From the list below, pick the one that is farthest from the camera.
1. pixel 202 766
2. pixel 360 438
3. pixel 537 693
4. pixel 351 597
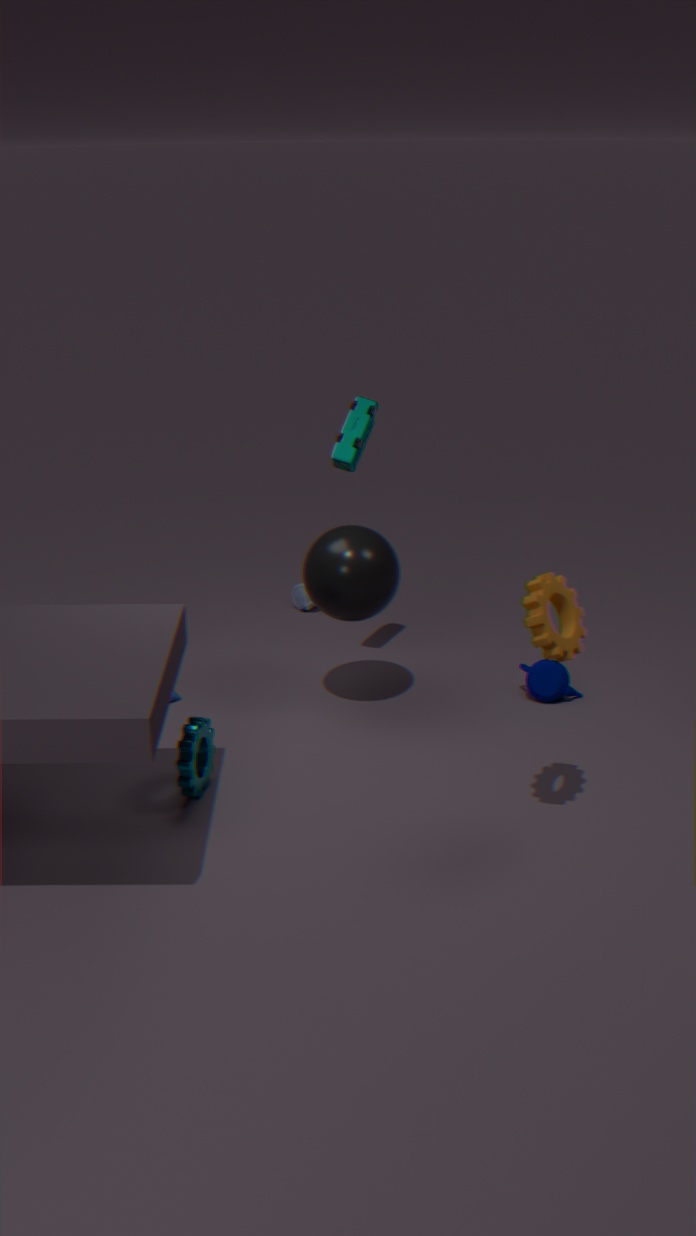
pixel 537 693
